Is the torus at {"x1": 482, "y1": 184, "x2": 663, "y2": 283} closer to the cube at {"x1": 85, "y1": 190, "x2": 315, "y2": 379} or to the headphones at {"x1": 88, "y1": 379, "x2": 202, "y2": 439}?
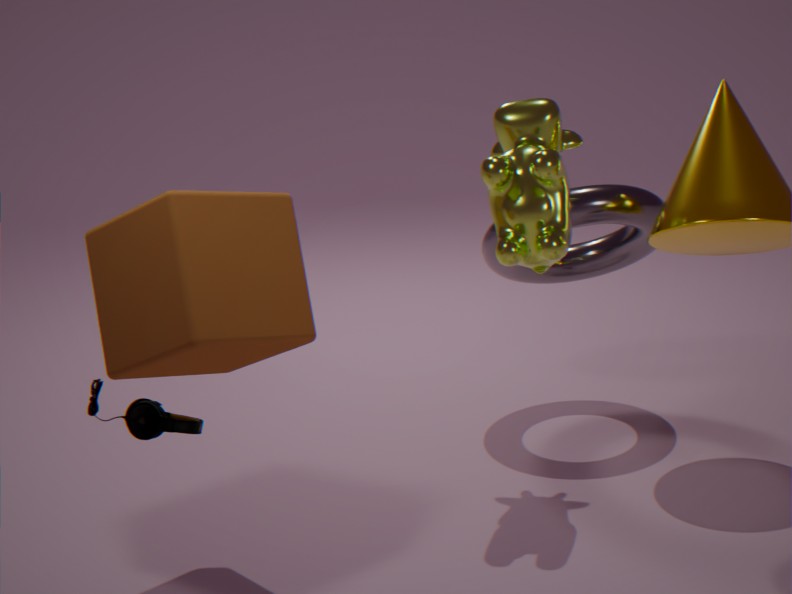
the cube at {"x1": 85, "y1": 190, "x2": 315, "y2": 379}
